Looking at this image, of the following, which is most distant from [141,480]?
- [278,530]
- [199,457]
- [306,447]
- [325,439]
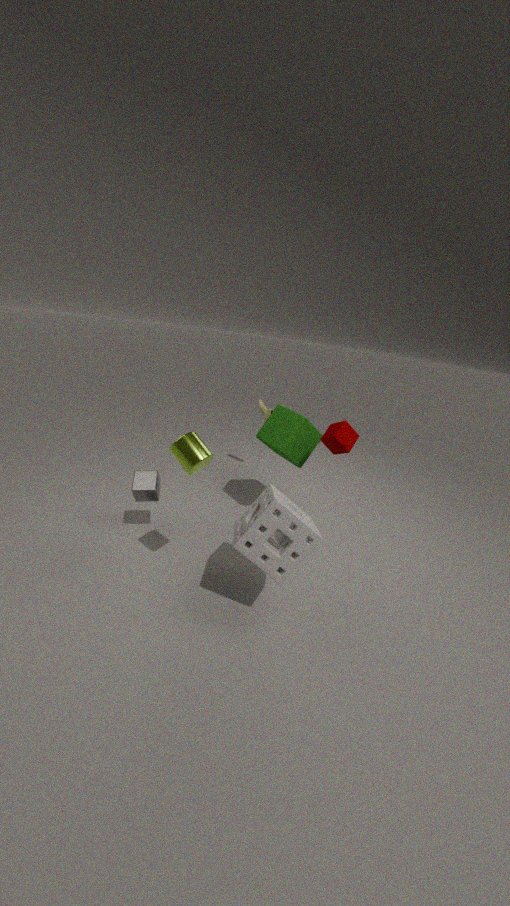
[325,439]
